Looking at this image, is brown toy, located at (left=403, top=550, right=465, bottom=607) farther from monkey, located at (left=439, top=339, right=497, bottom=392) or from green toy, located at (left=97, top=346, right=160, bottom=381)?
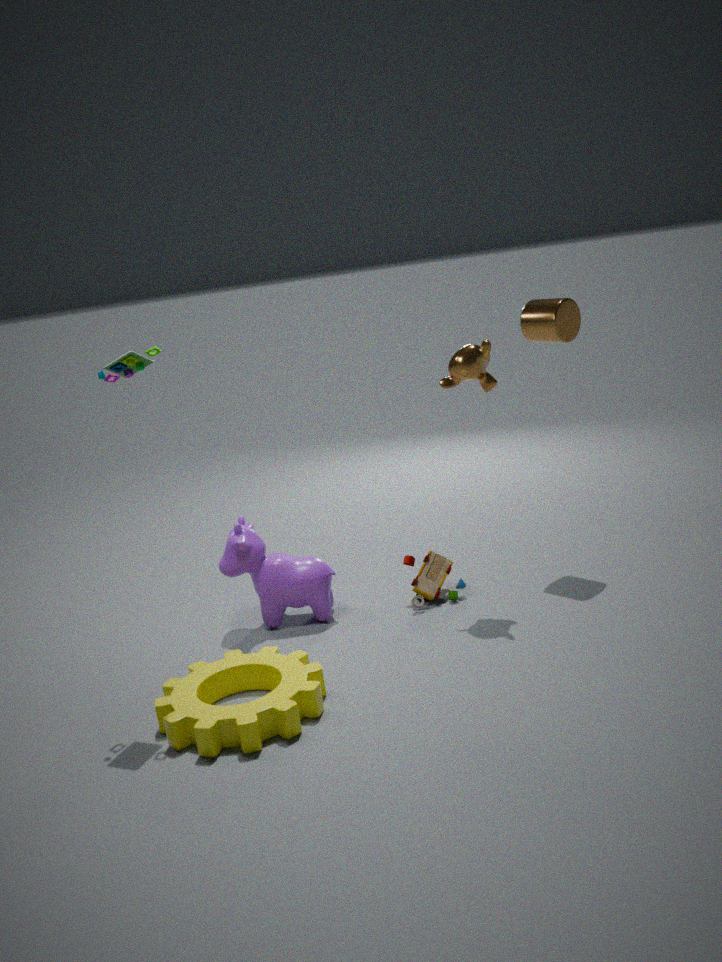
green toy, located at (left=97, top=346, right=160, bottom=381)
